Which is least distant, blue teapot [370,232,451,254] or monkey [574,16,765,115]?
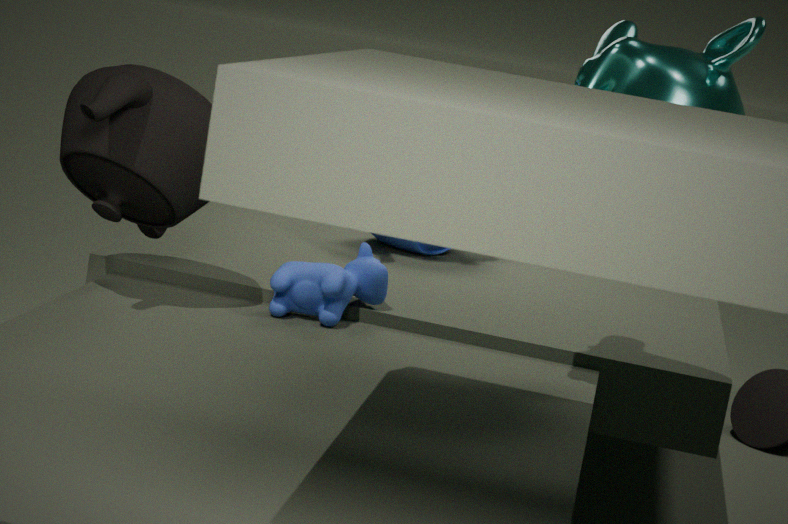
monkey [574,16,765,115]
